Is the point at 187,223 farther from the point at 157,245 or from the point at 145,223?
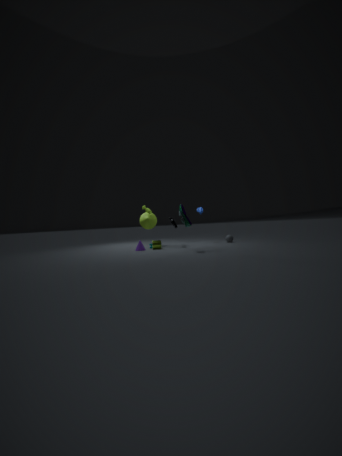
the point at 145,223
